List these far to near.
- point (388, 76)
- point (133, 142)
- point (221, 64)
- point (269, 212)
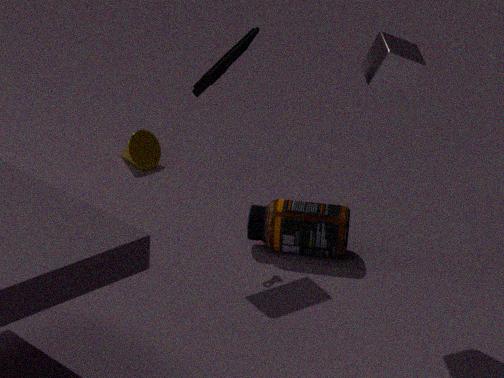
point (133, 142)
point (269, 212)
point (221, 64)
point (388, 76)
